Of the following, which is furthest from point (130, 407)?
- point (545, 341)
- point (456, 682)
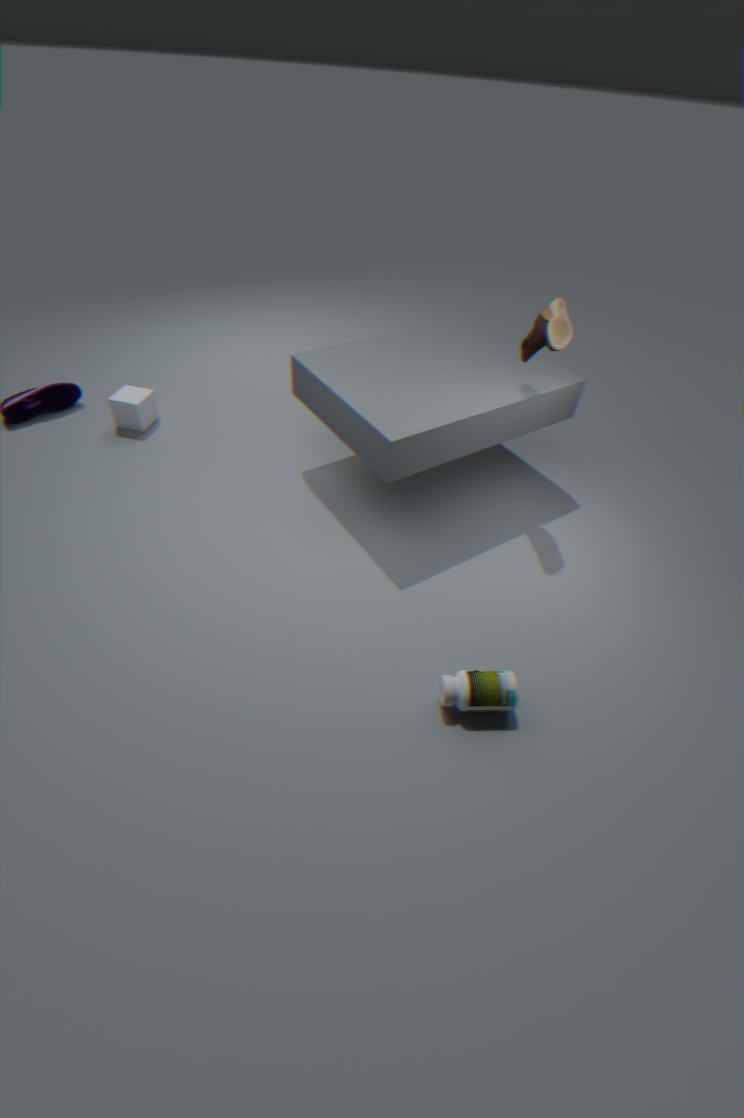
point (456, 682)
